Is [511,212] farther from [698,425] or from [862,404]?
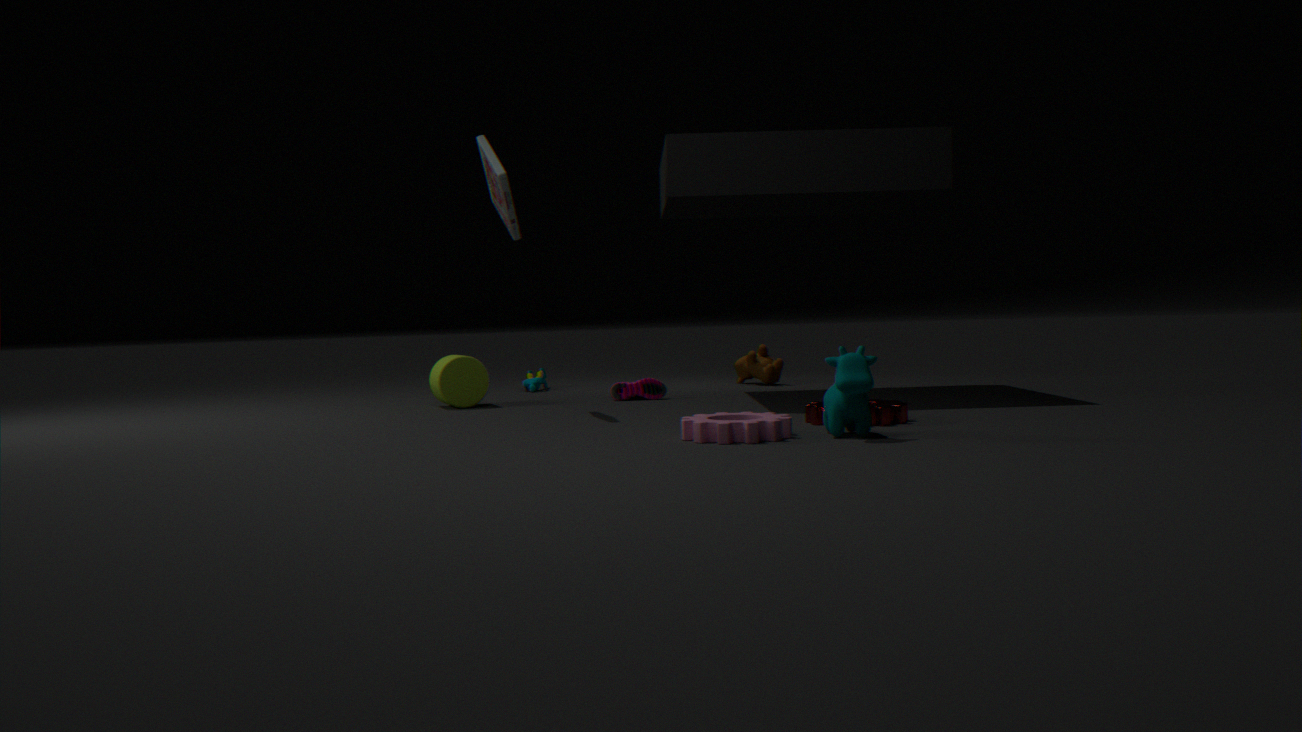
[862,404]
